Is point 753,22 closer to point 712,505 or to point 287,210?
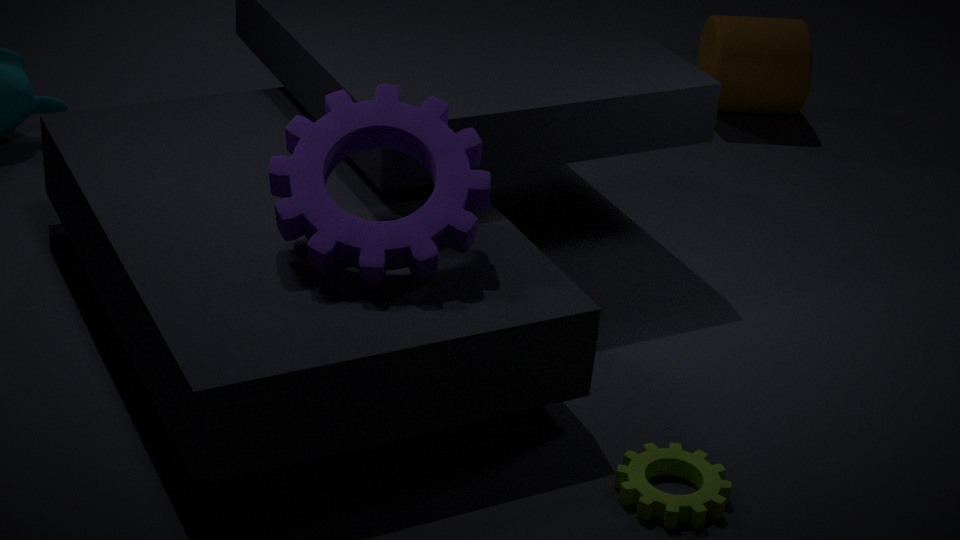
point 287,210
